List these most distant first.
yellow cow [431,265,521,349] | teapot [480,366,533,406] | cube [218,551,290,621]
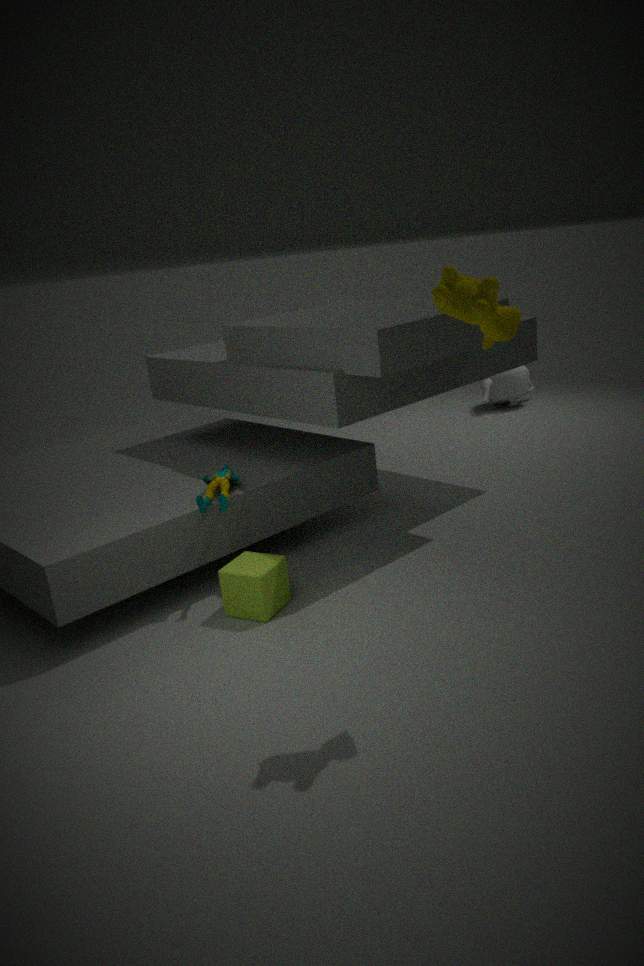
1. teapot [480,366,533,406]
2. cube [218,551,290,621]
3. yellow cow [431,265,521,349]
